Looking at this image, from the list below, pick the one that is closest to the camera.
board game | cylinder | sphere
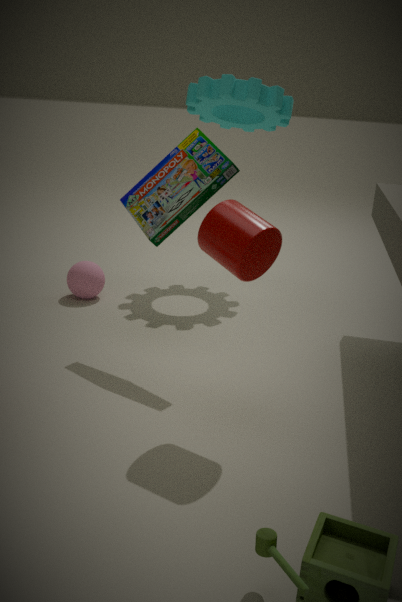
cylinder
